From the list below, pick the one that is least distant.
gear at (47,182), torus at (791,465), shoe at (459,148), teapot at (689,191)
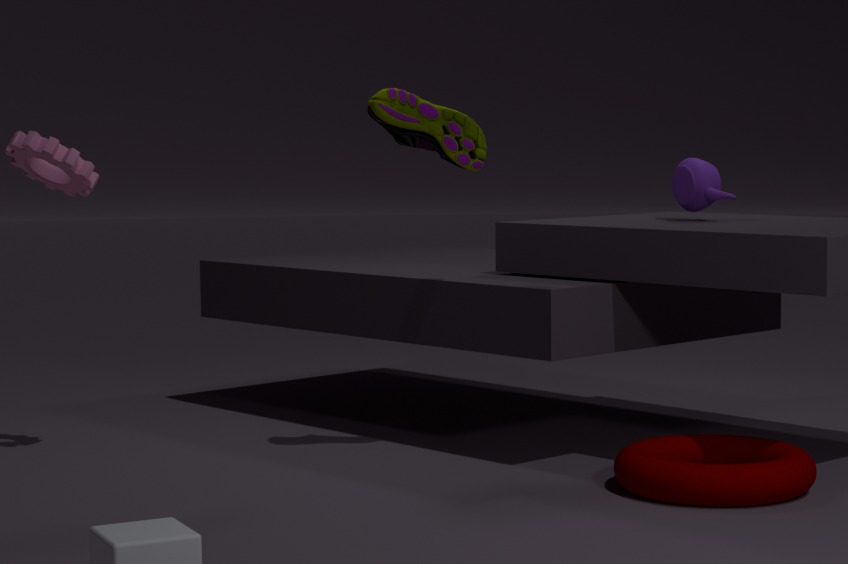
torus at (791,465)
